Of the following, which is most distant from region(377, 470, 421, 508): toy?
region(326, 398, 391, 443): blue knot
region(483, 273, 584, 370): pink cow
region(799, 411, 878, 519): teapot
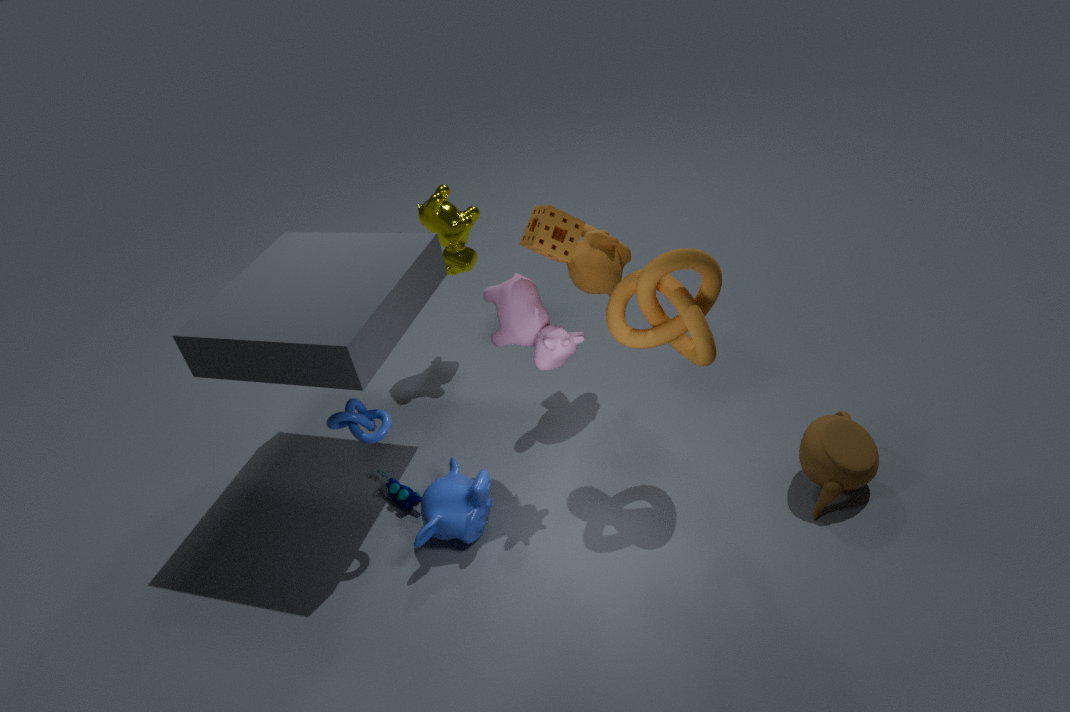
region(799, 411, 878, 519): teapot
